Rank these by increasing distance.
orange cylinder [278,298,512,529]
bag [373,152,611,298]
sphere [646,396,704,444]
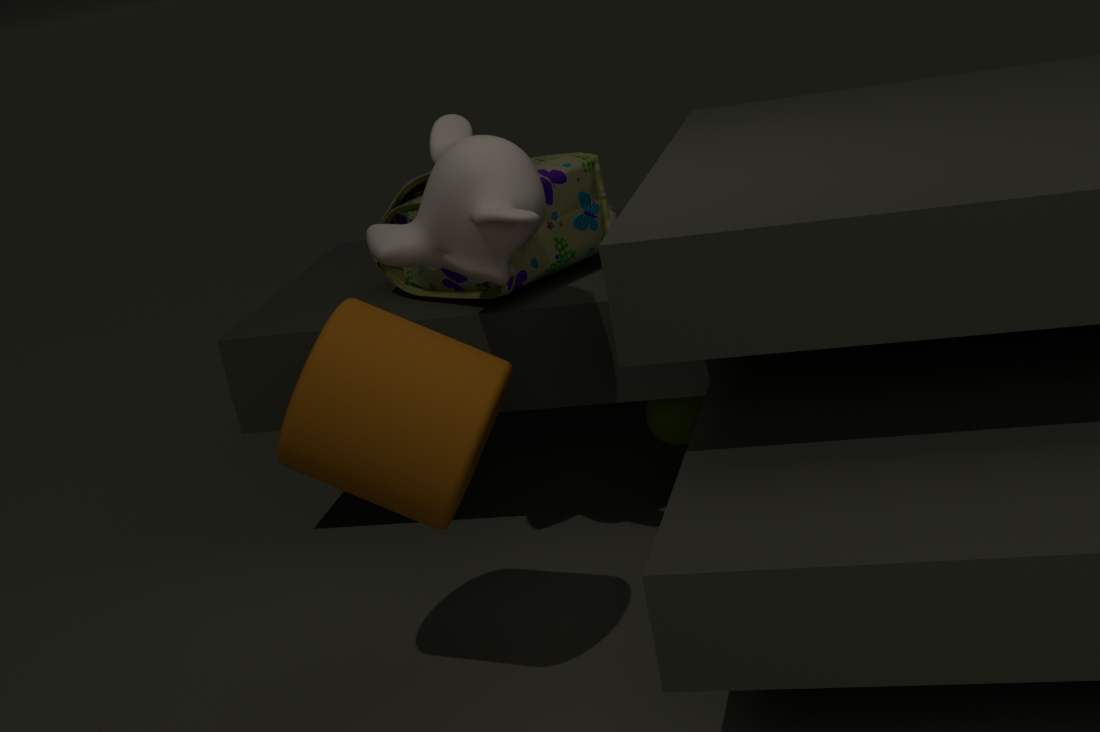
1. orange cylinder [278,298,512,529]
2. bag [373,152,611,298]
3. sphere [646,396,704,444]
